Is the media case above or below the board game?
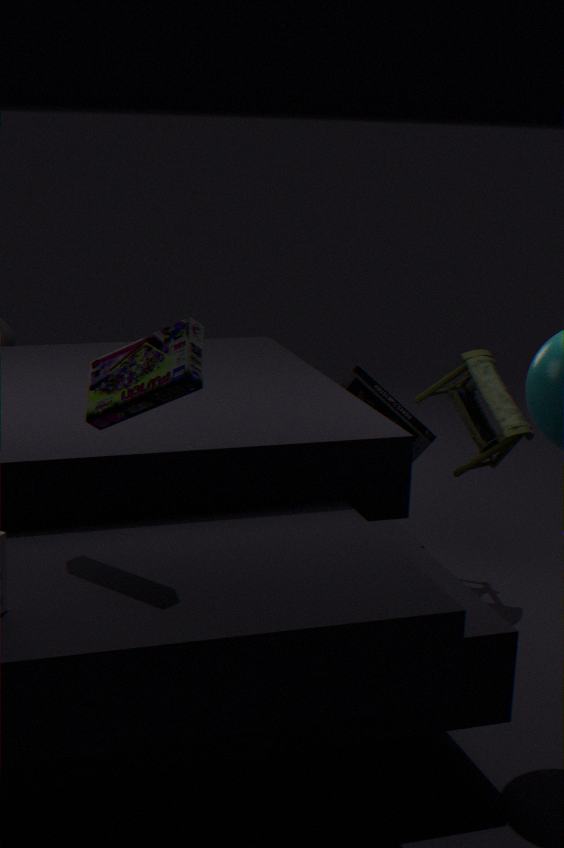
below
